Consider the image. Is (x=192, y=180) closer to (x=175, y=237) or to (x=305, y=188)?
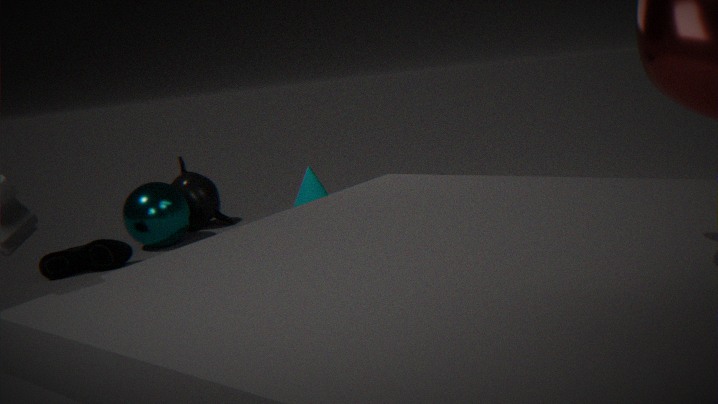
(x=175, y=237)
